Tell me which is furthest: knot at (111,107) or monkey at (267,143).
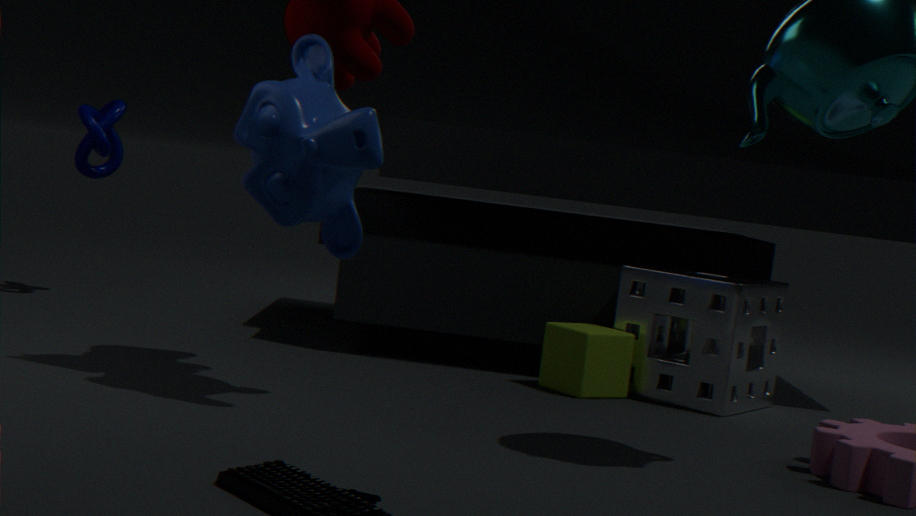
knot at (111,107)
